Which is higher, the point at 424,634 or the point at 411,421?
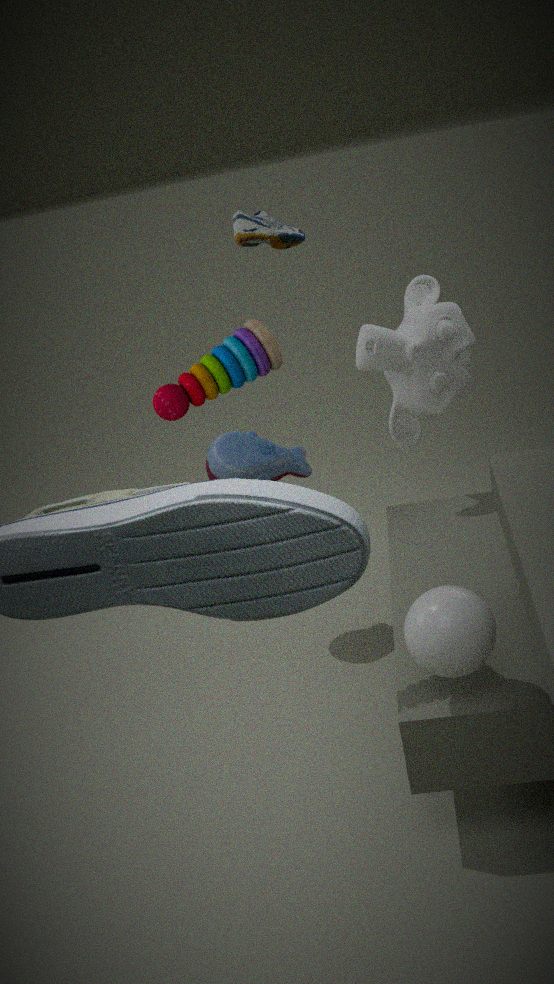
the point at 411,421
